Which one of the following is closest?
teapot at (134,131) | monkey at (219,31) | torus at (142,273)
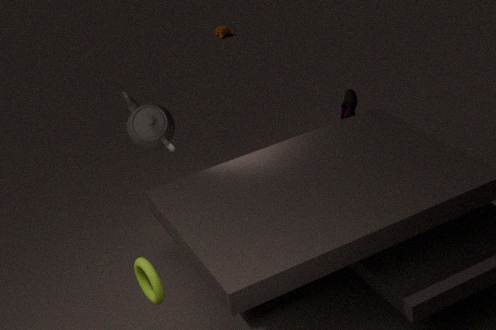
torus at (142,273)
